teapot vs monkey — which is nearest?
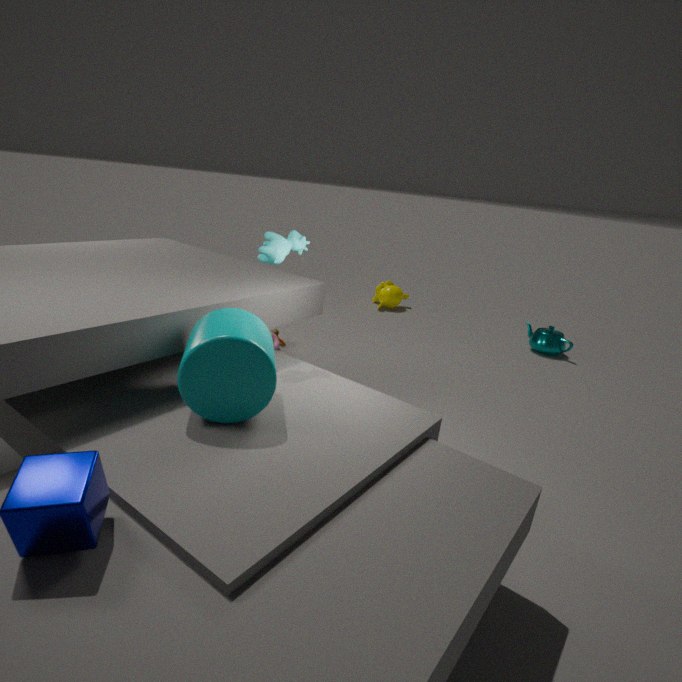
teapot
